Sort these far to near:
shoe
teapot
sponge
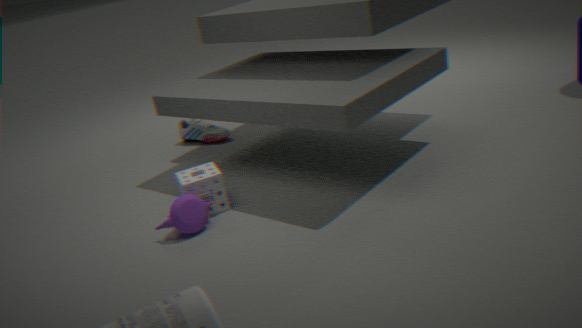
shoe, sponge, teapot
